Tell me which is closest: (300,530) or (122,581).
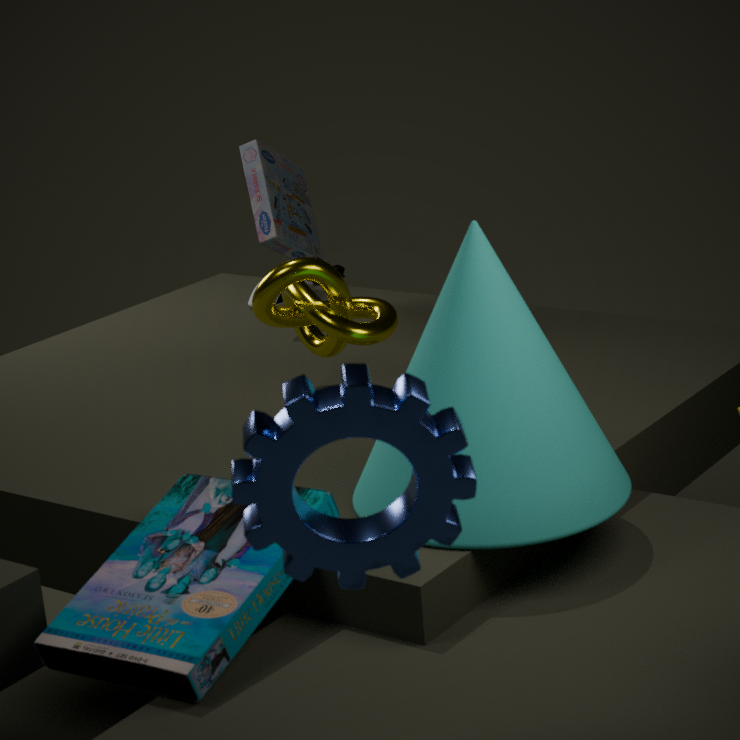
(300,530)
